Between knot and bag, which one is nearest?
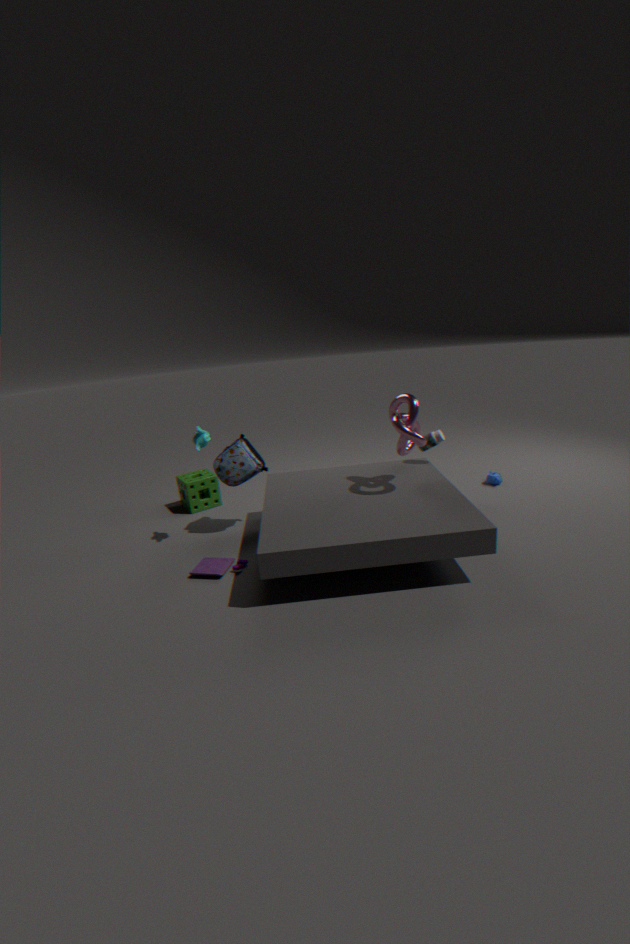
knot
